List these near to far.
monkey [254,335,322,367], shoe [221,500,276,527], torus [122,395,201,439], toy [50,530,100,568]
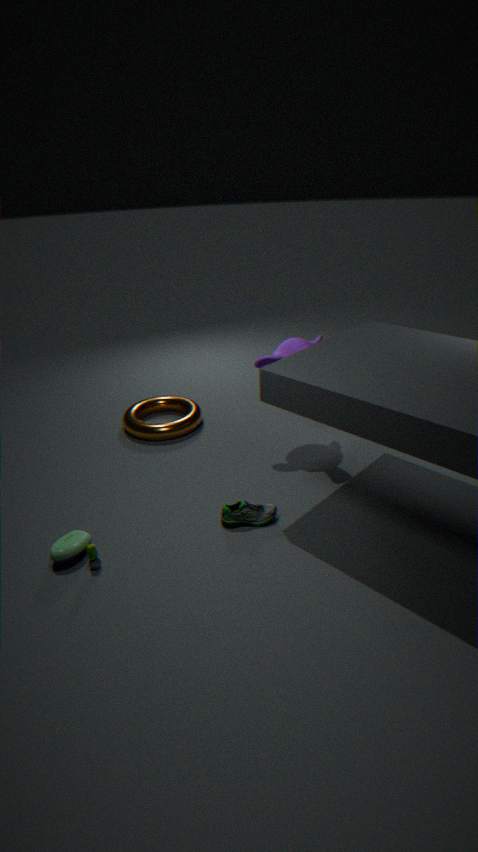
toy [50,530,100,568], shoe [221,500,276,527], monkey [254,335,322,367], torus [122,395,201,439]
